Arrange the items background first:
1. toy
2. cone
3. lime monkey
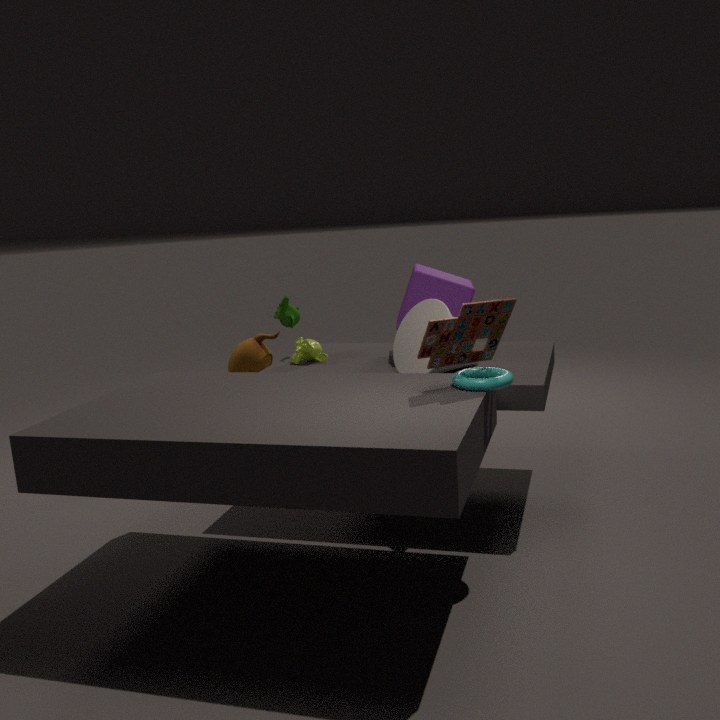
lime monkey < cone < toy
